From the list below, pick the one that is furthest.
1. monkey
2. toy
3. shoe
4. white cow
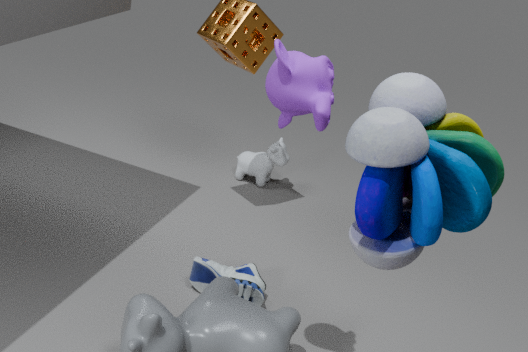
white cow
